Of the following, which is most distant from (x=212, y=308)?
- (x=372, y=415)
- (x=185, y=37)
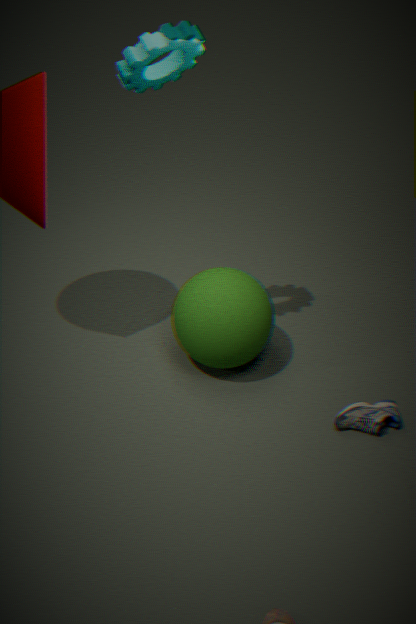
(x=185, y=37)
